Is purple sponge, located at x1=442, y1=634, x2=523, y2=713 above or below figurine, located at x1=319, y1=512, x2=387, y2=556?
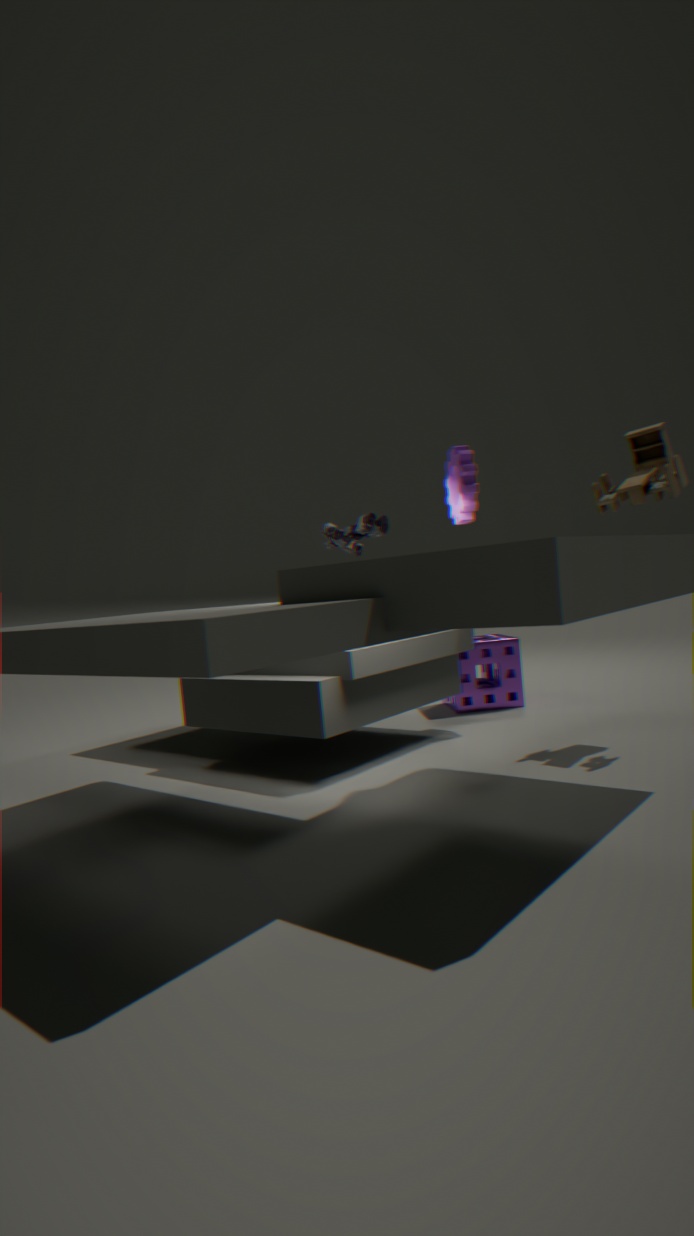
below
